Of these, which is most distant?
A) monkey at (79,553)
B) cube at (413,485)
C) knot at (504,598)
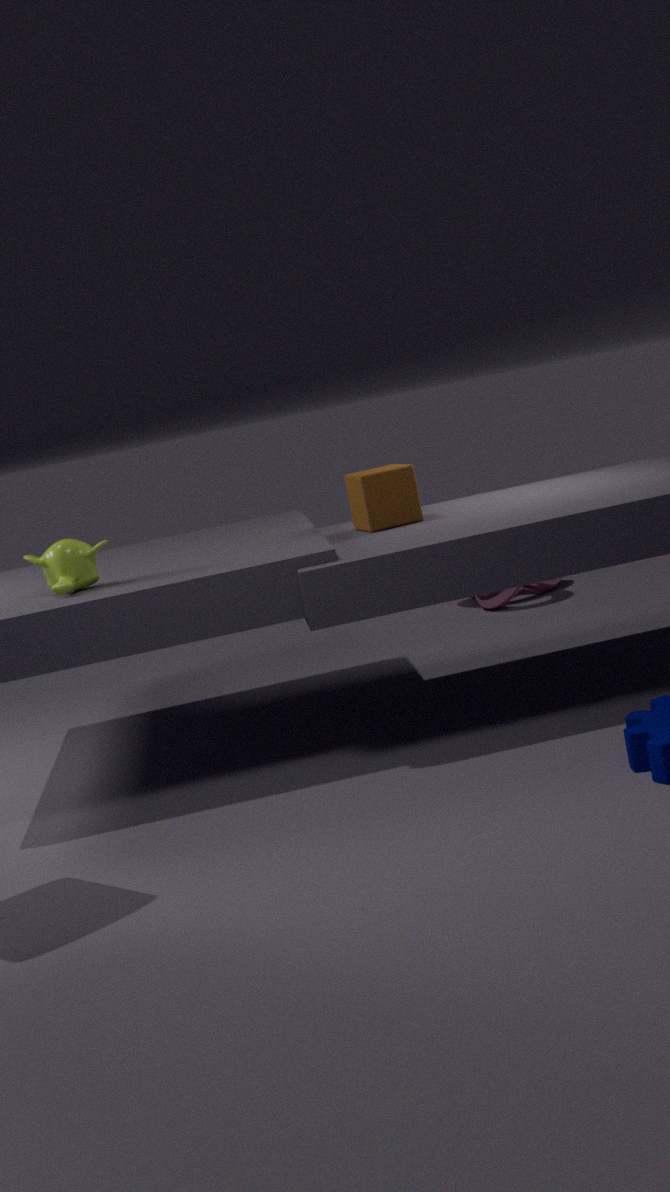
knot at (504,598)
